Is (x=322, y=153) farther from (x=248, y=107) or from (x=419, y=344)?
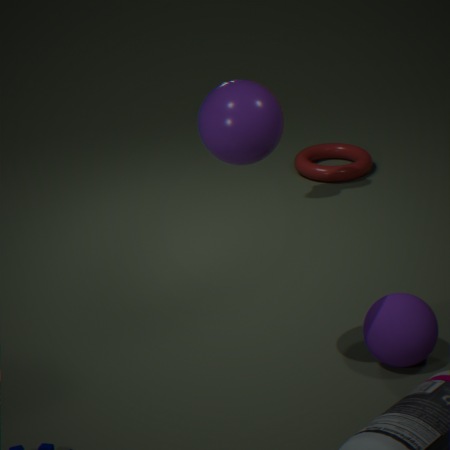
(x=248, y=107)
